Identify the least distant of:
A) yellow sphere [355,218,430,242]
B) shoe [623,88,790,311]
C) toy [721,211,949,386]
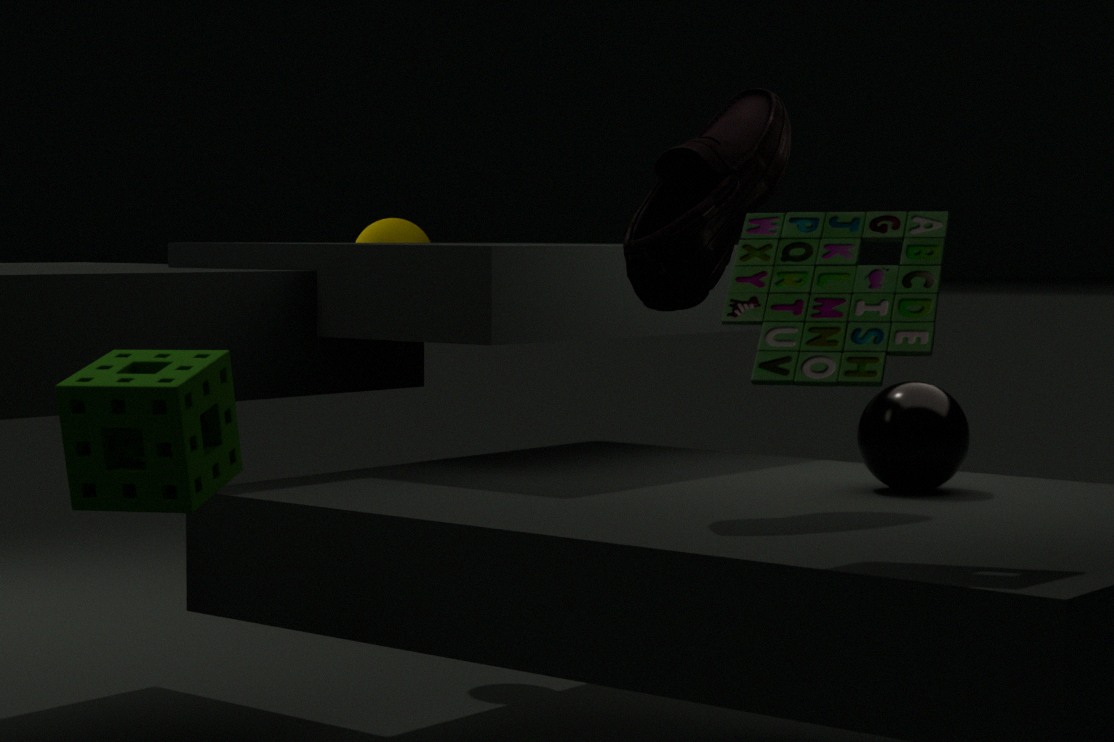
toy [721,211,949,386]
